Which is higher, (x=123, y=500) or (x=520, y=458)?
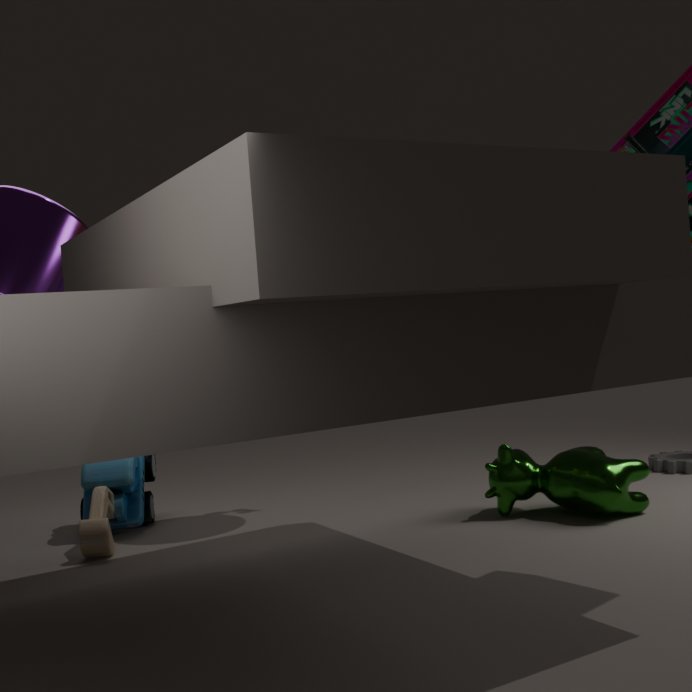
(x=123, y=500)
